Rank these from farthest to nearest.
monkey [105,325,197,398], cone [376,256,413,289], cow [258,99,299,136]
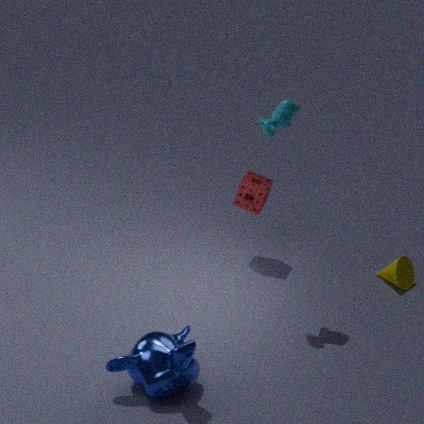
cone [376,256,413,289] → cow [258,99,299,136] → monkey [105,325,197,398]
